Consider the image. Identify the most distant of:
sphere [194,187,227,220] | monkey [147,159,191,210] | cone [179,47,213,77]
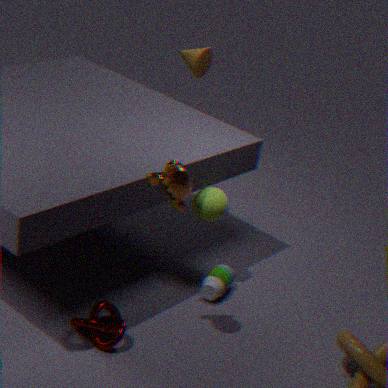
cone [179,47,213,77]
